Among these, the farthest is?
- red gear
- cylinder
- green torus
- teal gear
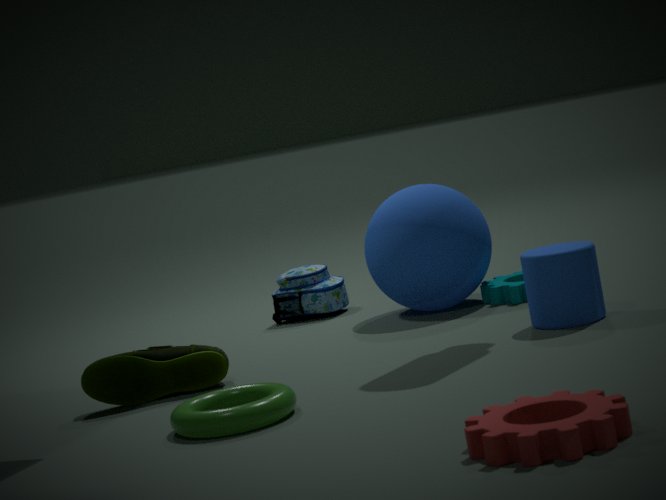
teal gear
